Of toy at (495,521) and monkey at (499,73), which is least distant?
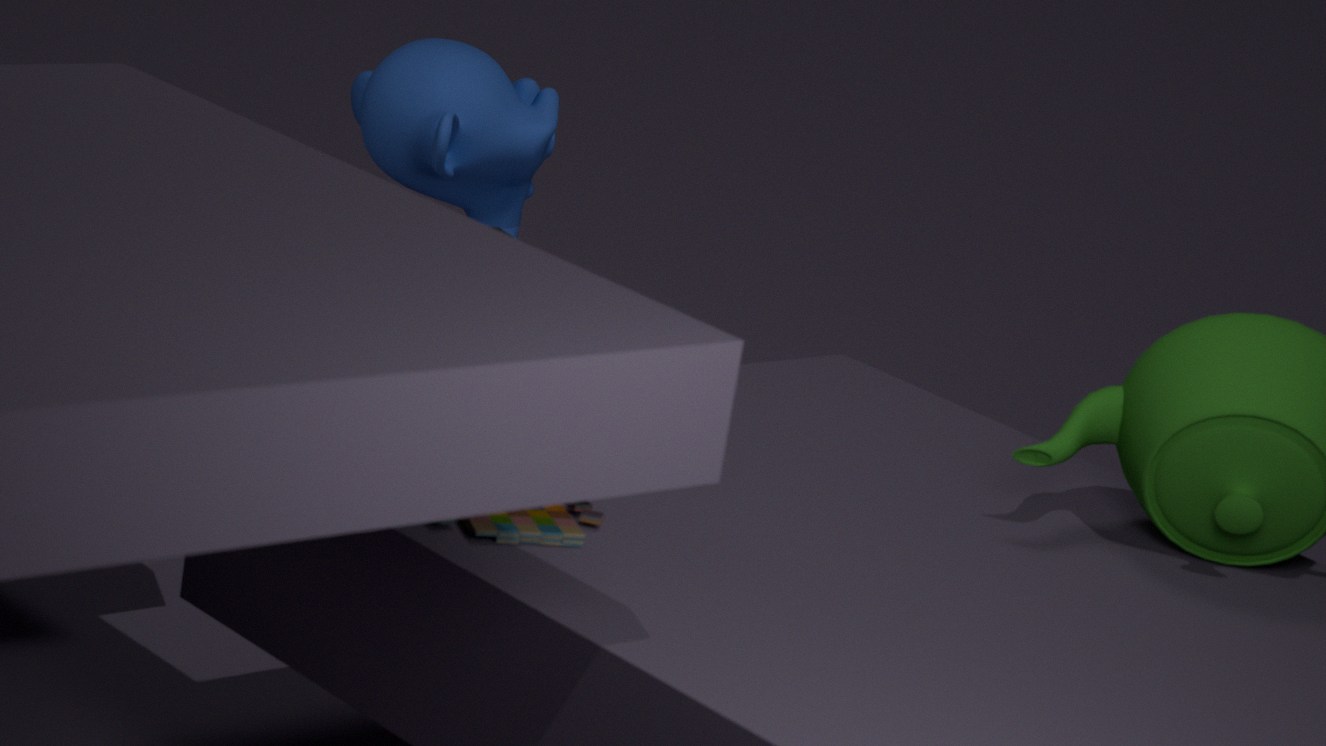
toy at (495,521)
